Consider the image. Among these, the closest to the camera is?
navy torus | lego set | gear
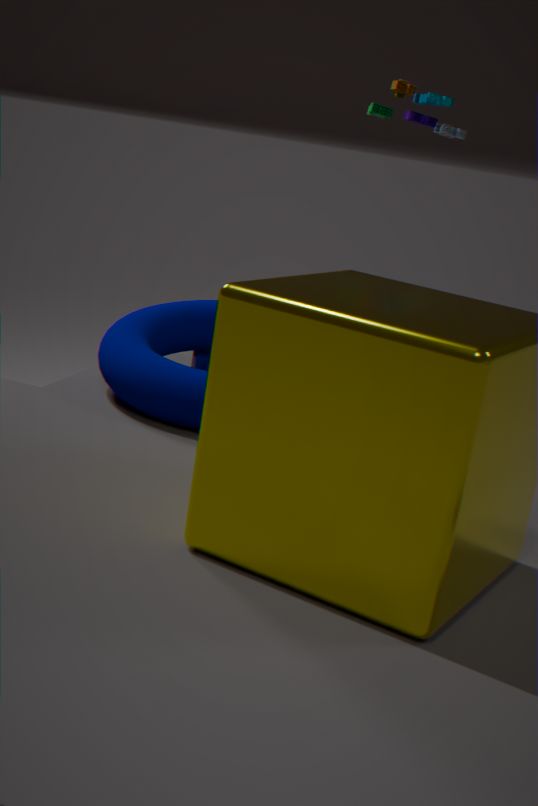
navy torus
